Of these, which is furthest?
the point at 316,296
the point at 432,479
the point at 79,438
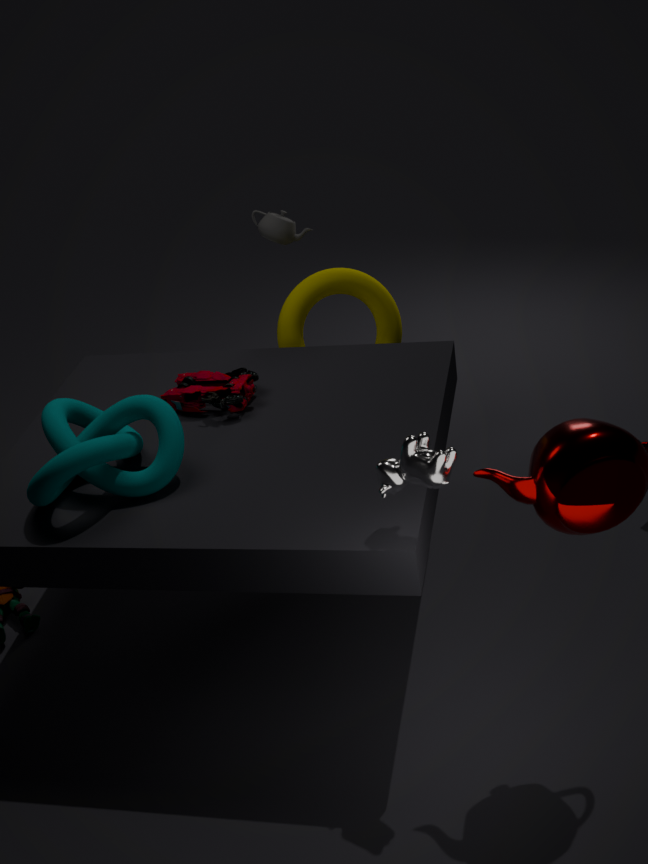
the point at 316,296
